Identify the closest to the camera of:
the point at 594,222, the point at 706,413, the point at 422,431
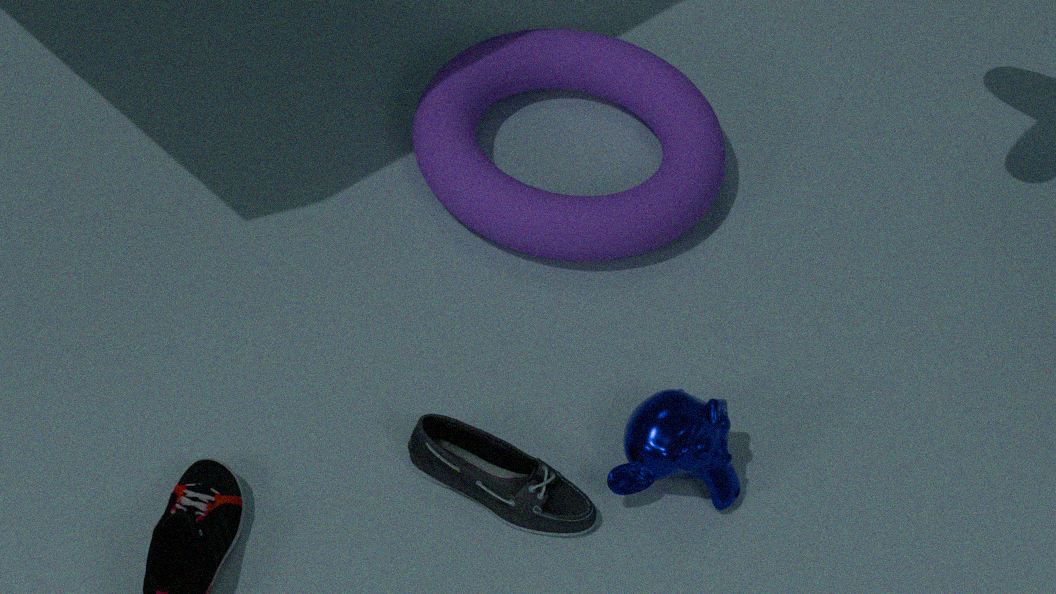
the point at 422,431
